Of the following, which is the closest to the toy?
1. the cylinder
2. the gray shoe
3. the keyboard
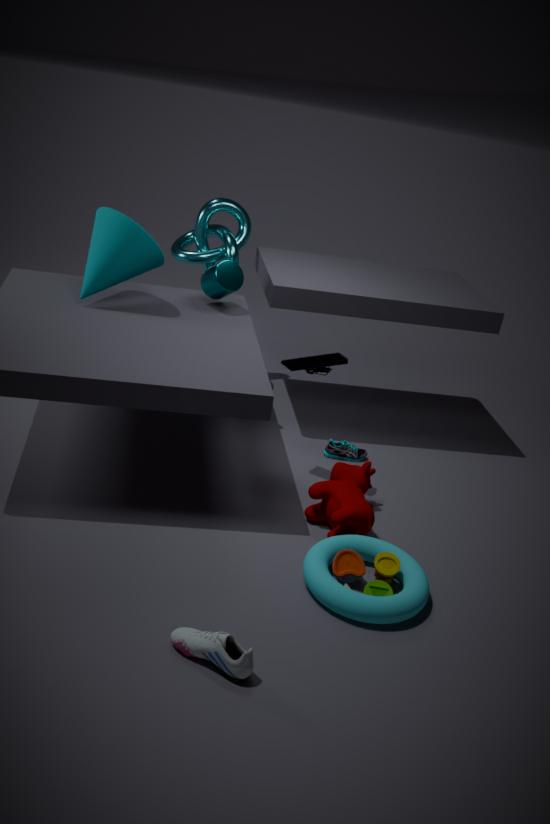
the gray shoe
